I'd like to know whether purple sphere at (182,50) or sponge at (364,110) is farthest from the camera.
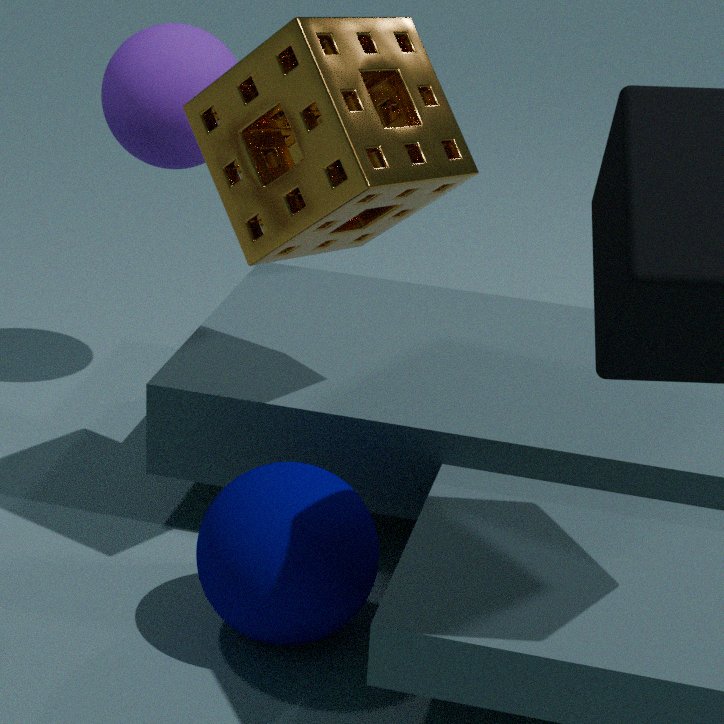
purple sphere at (182,50)
